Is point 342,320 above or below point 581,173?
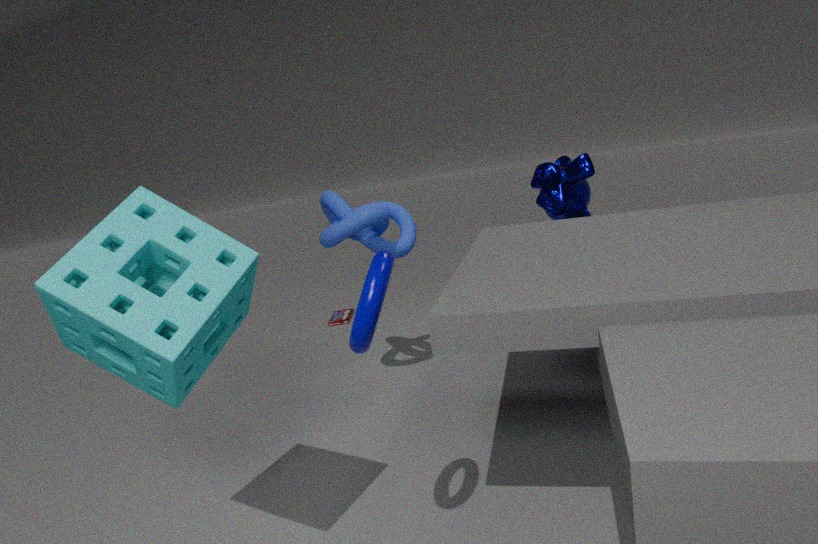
below
